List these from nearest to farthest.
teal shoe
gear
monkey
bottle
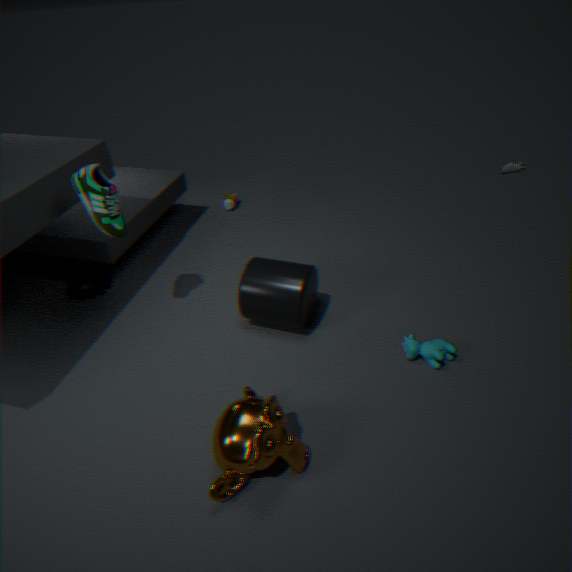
monkey, teal shoe, gear, bottle
